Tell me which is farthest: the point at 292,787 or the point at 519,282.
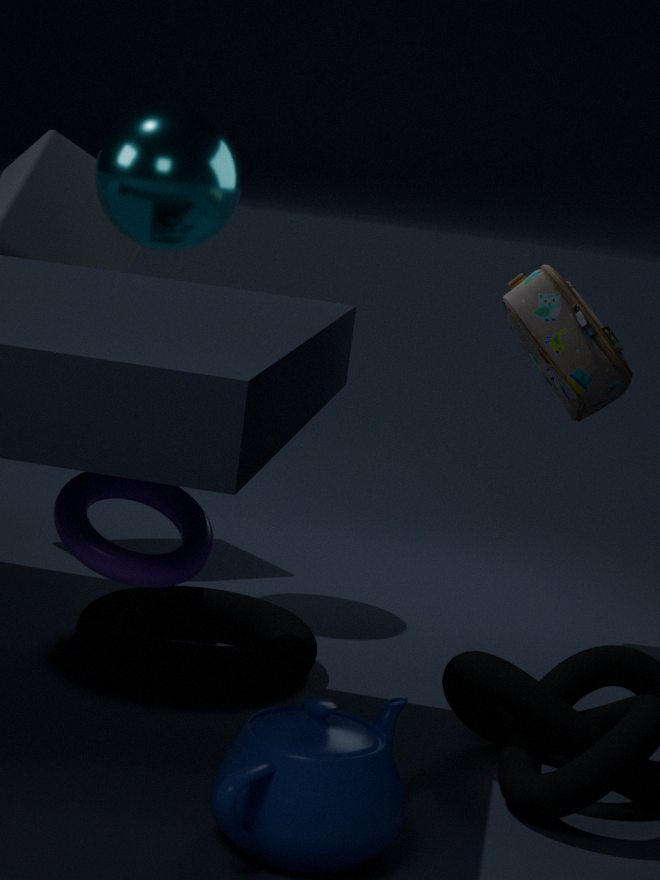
the point at 519,282
